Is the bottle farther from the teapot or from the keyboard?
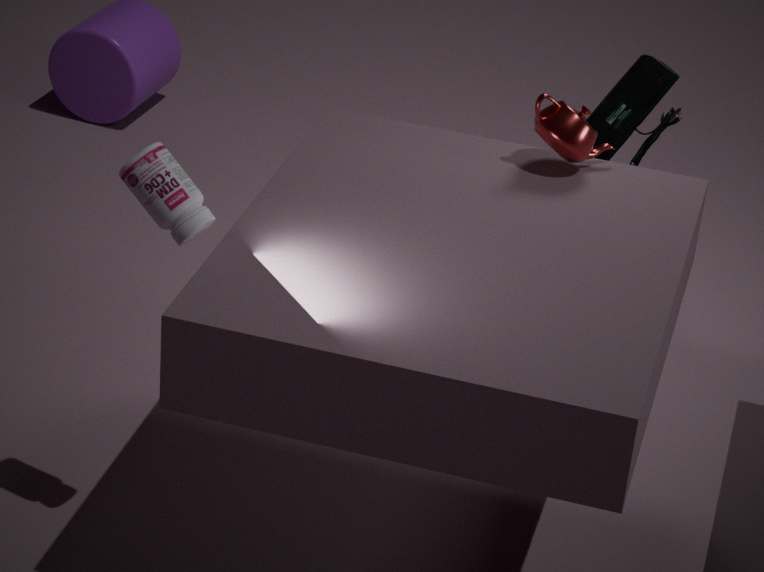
the keyboard
